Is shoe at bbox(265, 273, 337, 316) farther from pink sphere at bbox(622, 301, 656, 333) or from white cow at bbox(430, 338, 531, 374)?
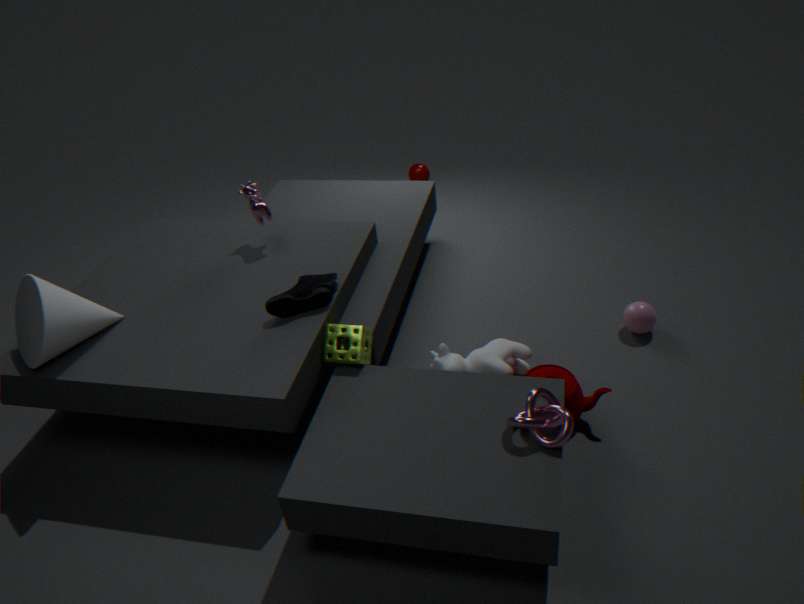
pink sphere at bbox(622, 301, 656, 333)
